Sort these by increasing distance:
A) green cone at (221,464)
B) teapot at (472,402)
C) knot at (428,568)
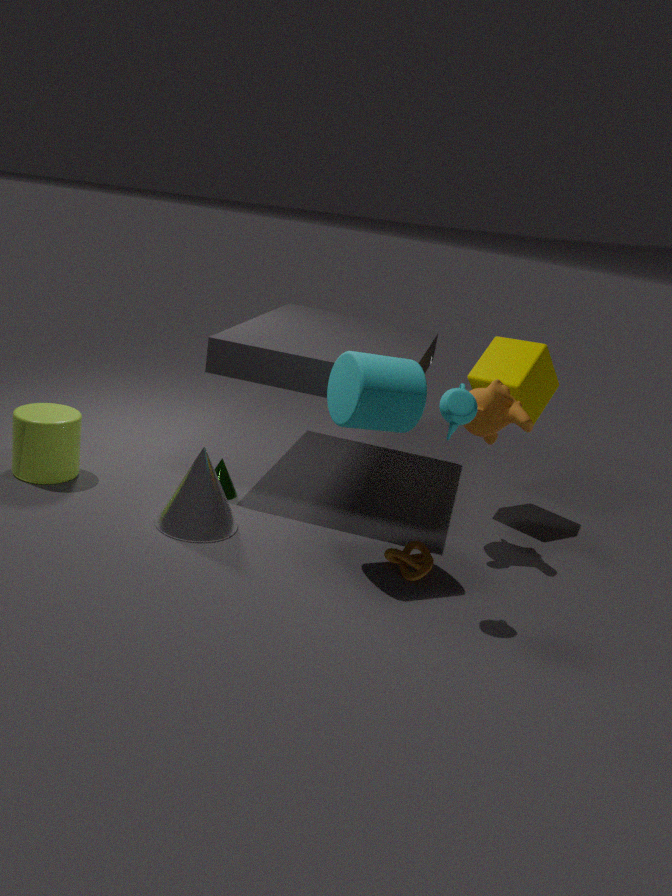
teapot at (472,402)
knot at (428,568)
green cone at (221,464)
